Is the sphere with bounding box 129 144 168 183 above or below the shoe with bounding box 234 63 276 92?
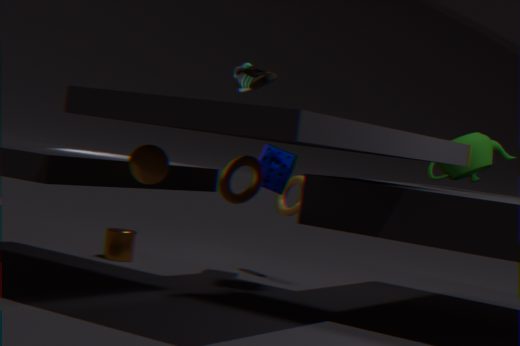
below
